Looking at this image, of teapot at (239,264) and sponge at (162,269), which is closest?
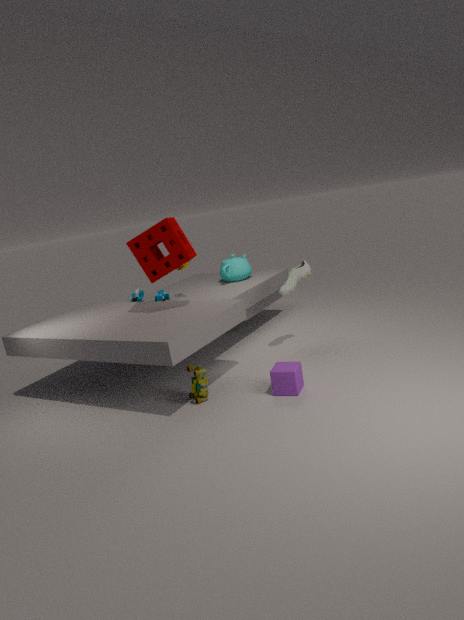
sponge at (162,269)
